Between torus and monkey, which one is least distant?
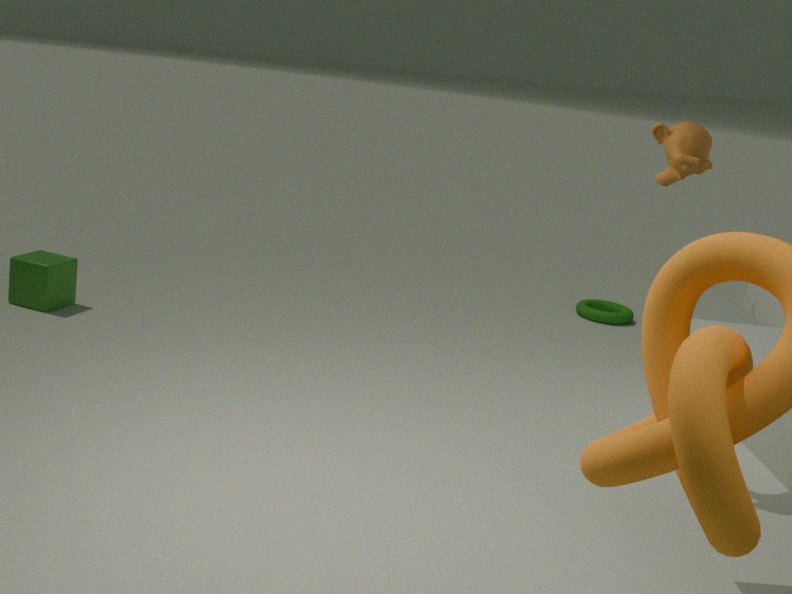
monkey
